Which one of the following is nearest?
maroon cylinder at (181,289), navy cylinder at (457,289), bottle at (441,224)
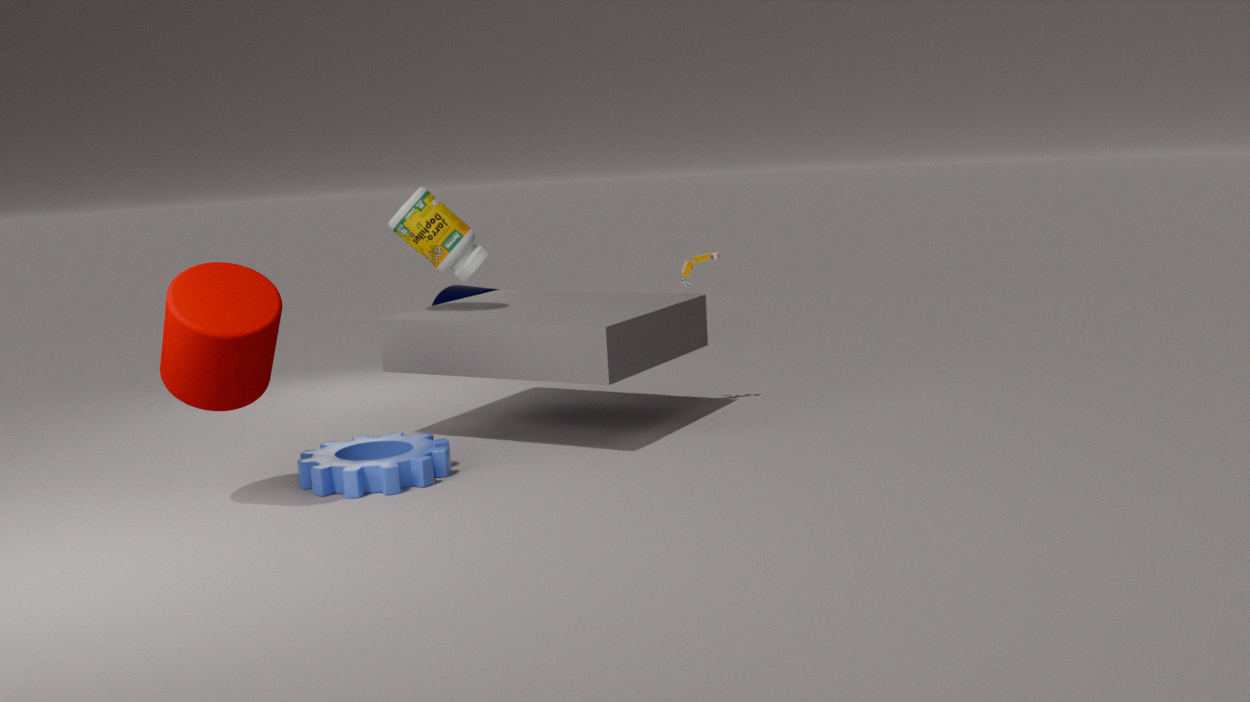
maroon cylinder at (181,289)
